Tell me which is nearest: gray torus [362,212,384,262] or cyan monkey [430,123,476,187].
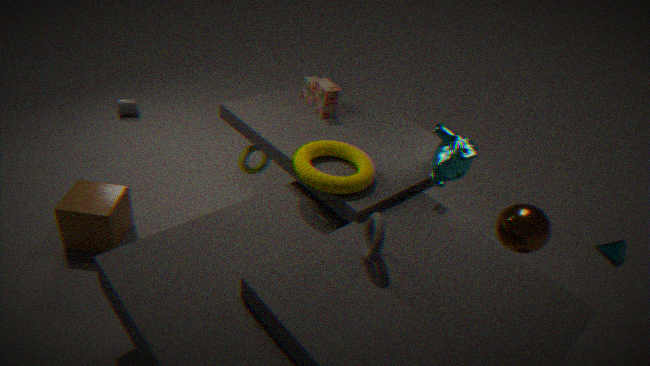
gray torus [362,212,384,262]
